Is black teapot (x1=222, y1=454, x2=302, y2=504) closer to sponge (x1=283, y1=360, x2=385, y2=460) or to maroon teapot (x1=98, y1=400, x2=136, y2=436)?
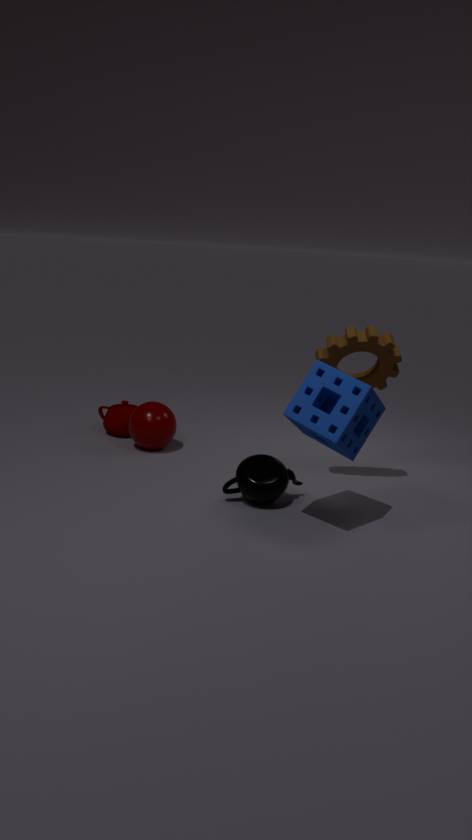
sponge (x1=283, y1=360, x2=385, y2=460)
